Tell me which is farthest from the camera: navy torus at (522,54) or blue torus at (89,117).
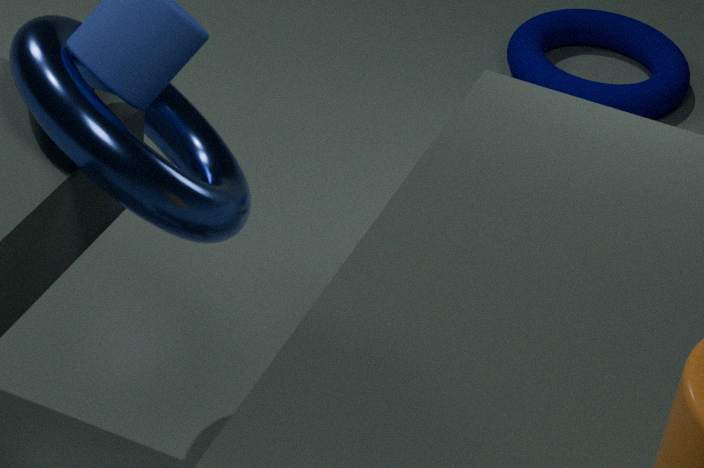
navy torus at (522,54)
